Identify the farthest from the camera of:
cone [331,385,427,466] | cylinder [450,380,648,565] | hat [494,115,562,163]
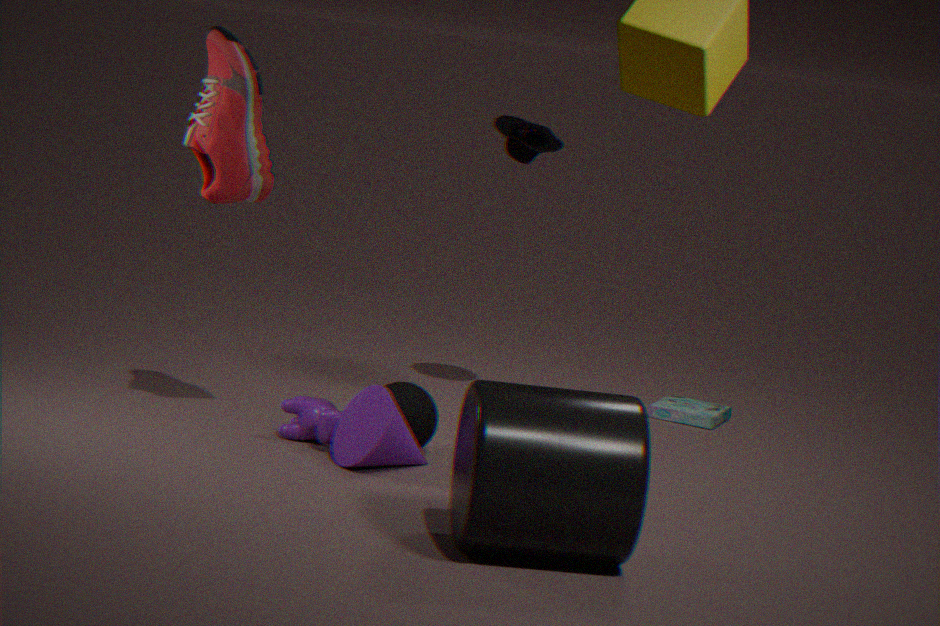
hat [494,115,562,163]
